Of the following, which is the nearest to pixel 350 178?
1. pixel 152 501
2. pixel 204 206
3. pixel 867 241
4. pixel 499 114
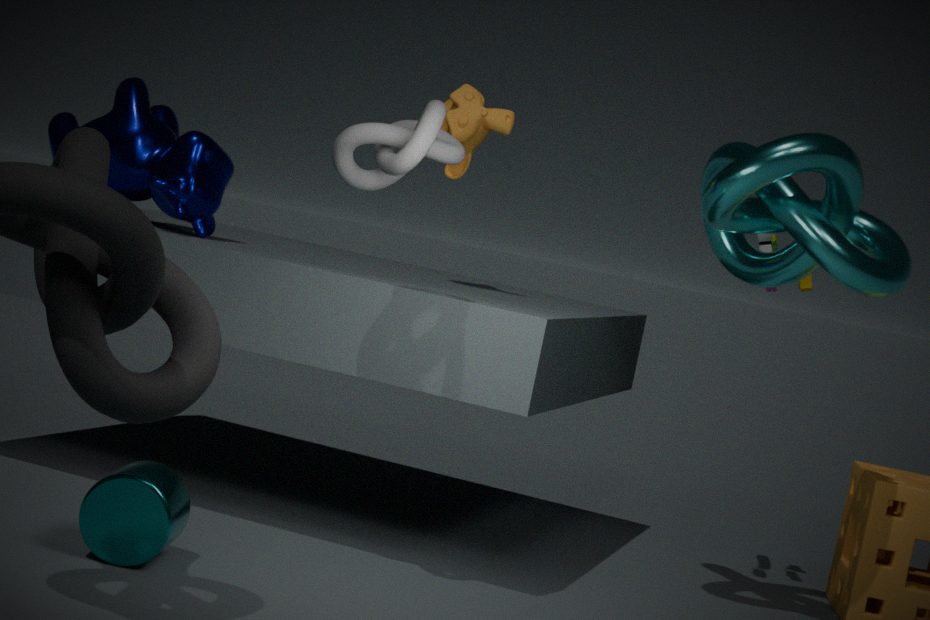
pixel 499 114
